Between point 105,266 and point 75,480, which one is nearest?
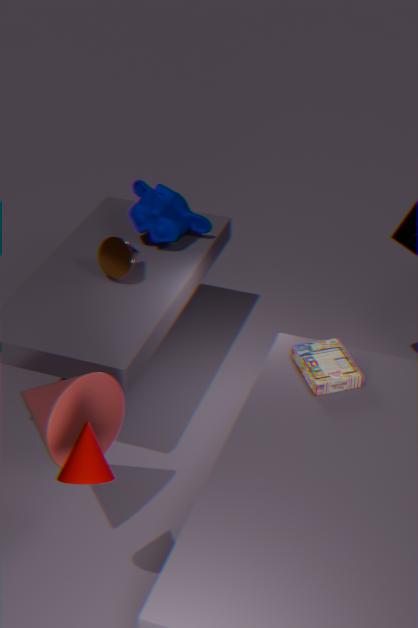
point 75,480
